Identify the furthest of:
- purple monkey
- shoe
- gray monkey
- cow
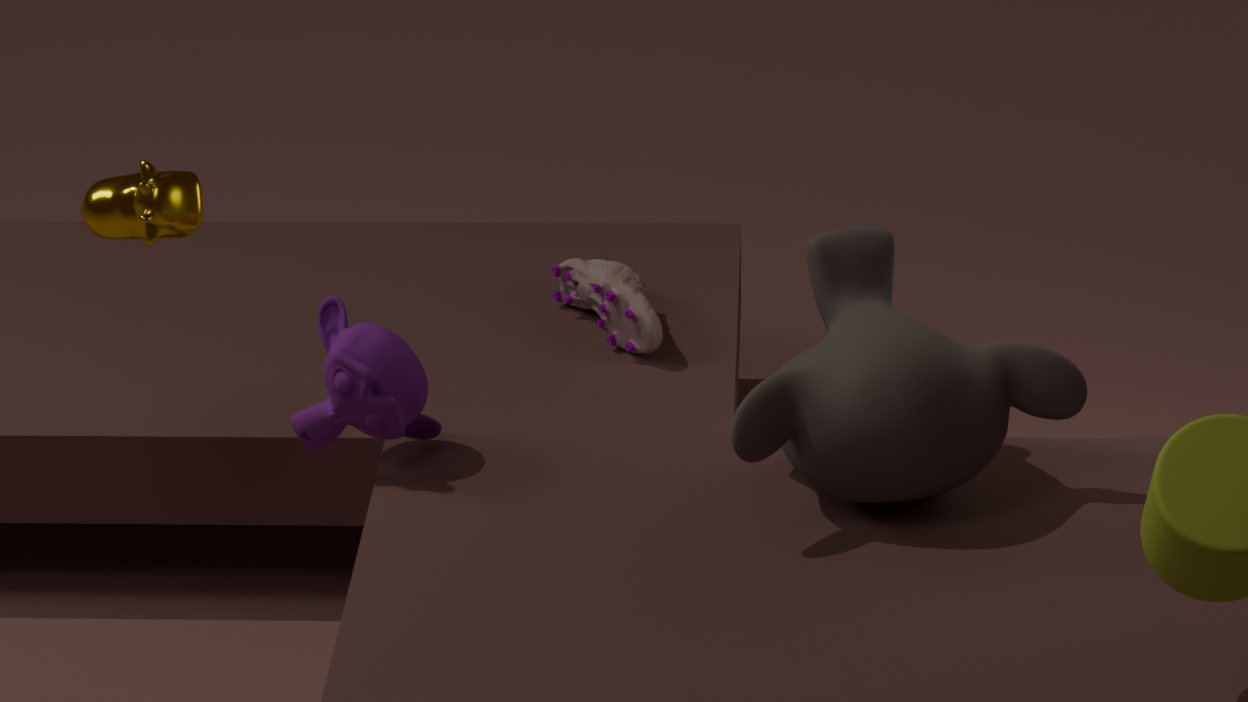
shoe
